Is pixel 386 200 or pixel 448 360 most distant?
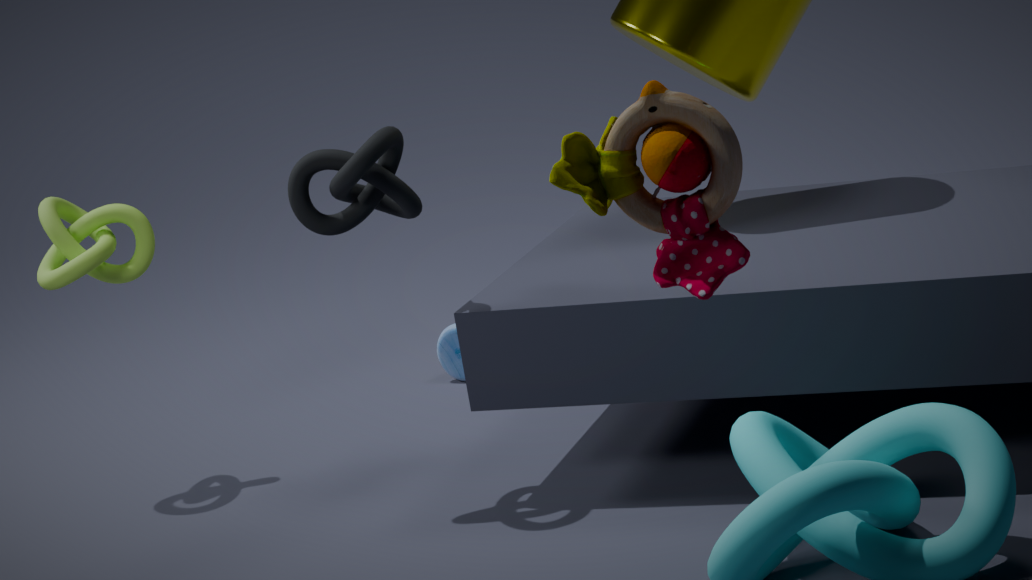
pixel 448 360
